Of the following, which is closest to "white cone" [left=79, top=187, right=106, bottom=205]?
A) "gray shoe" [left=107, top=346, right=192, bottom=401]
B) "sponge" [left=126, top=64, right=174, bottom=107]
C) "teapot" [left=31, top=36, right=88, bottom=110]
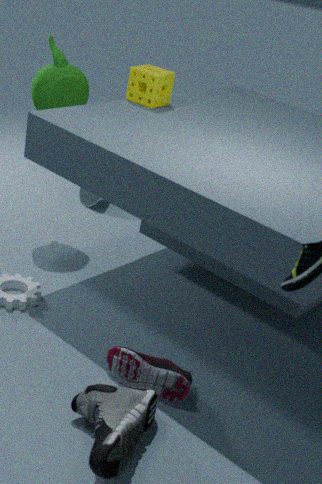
"teapot" [left=31, top=36, right=88, bottom=110]
